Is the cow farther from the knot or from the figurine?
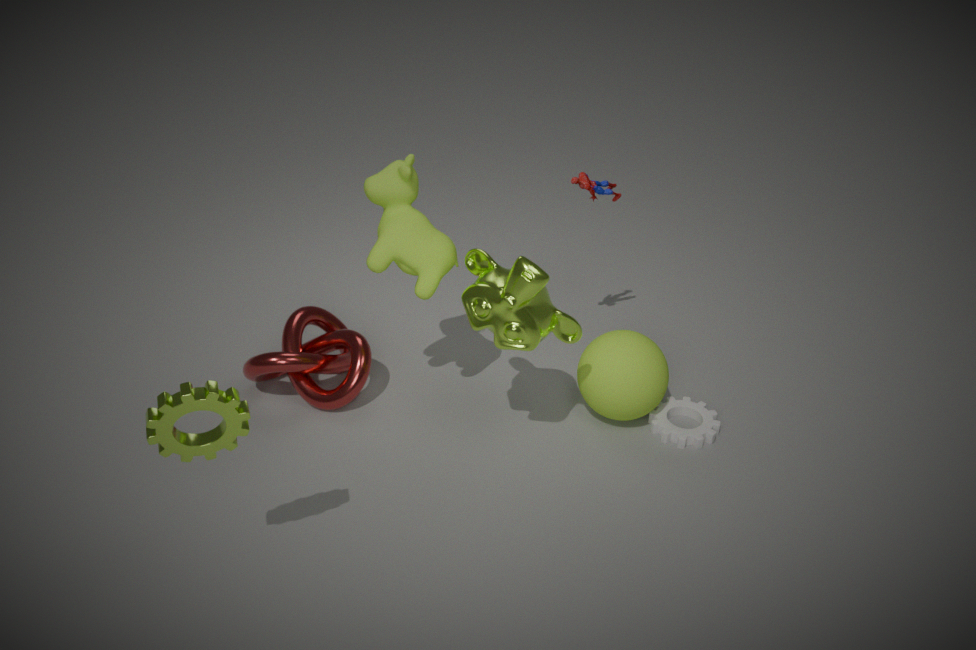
the figurine
